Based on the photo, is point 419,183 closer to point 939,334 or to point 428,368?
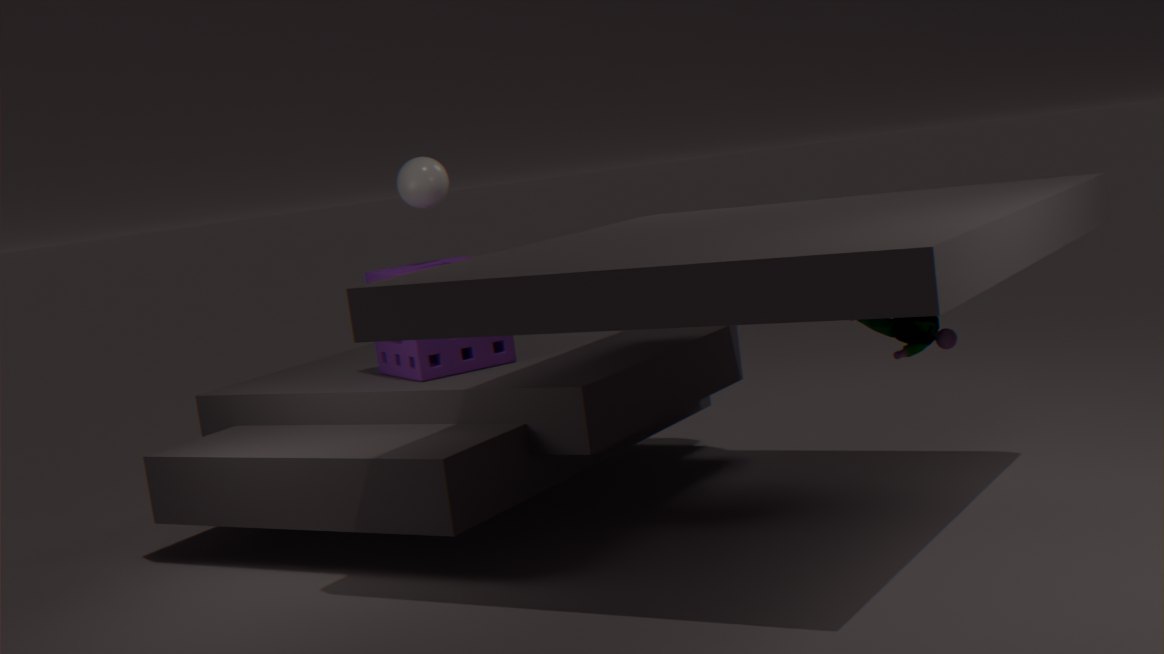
point 428,368
